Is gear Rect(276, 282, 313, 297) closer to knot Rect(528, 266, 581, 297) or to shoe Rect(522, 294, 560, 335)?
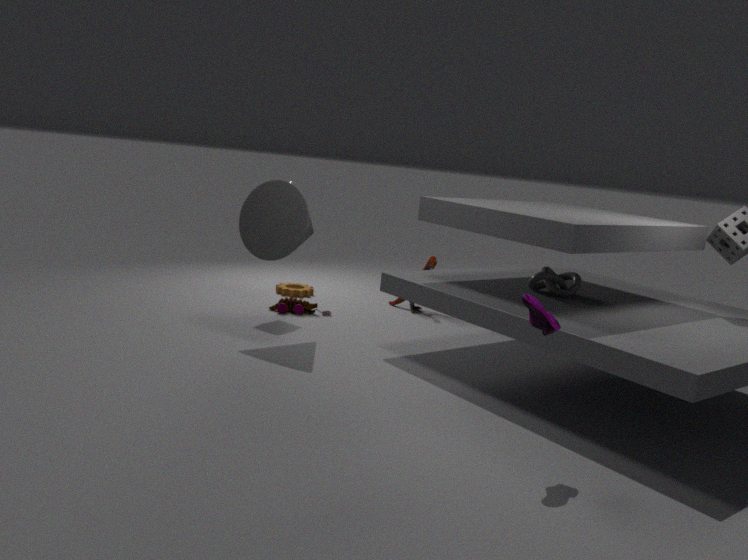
knot Rect(528, 266, 581, 297)
